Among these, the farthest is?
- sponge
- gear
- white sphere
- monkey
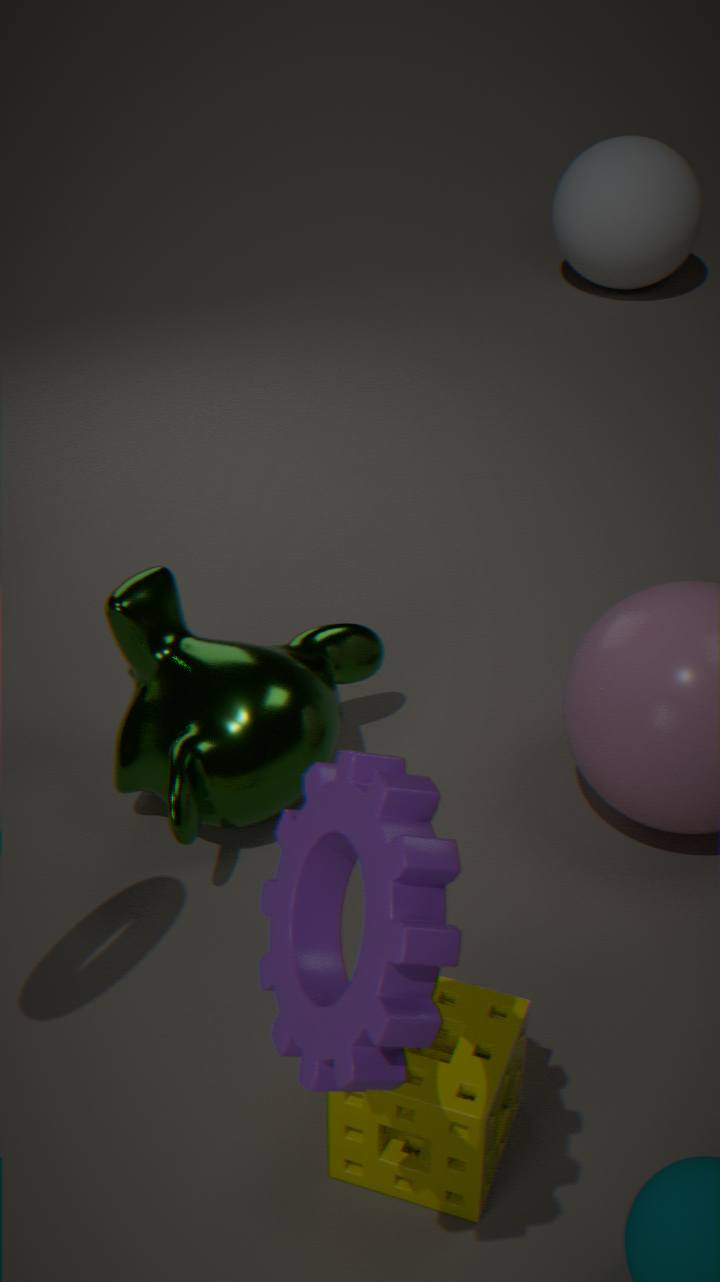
white sphere
